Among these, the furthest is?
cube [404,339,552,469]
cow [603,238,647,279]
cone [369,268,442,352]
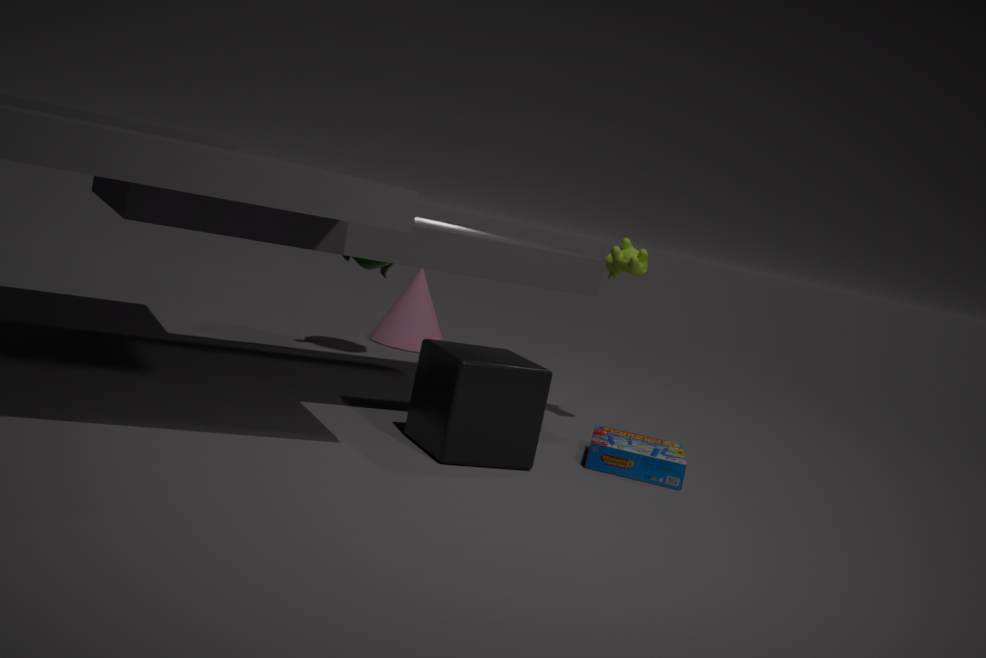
cone [369,268,442,352]
